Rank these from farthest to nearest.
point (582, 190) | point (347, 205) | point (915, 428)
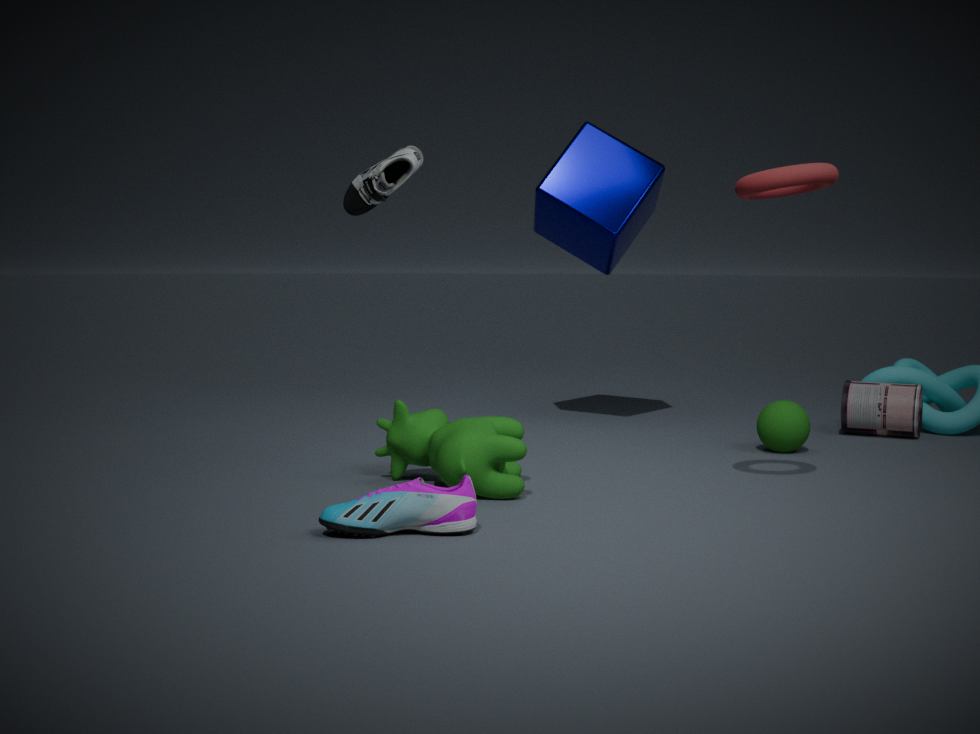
point (582, 190) → point (915, 428) → point (347, 205)
